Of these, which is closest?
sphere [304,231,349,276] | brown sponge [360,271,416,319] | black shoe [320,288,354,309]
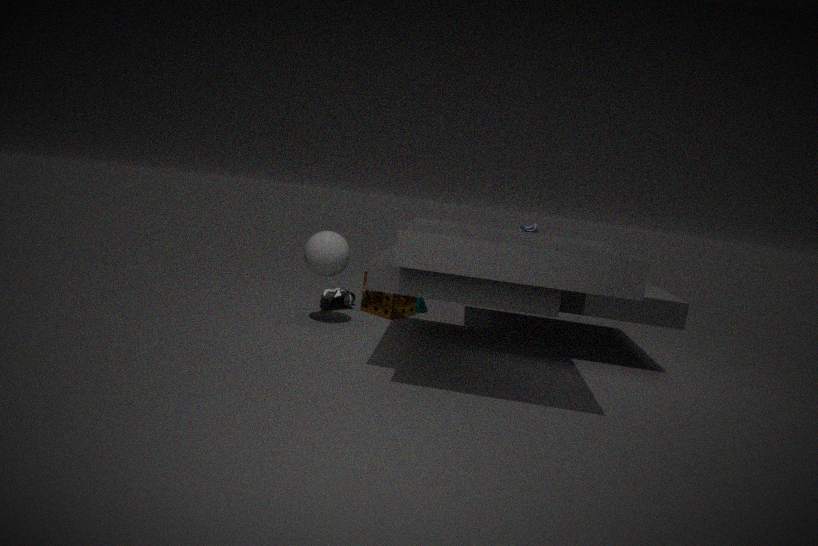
sphere [304,231,349,276]
